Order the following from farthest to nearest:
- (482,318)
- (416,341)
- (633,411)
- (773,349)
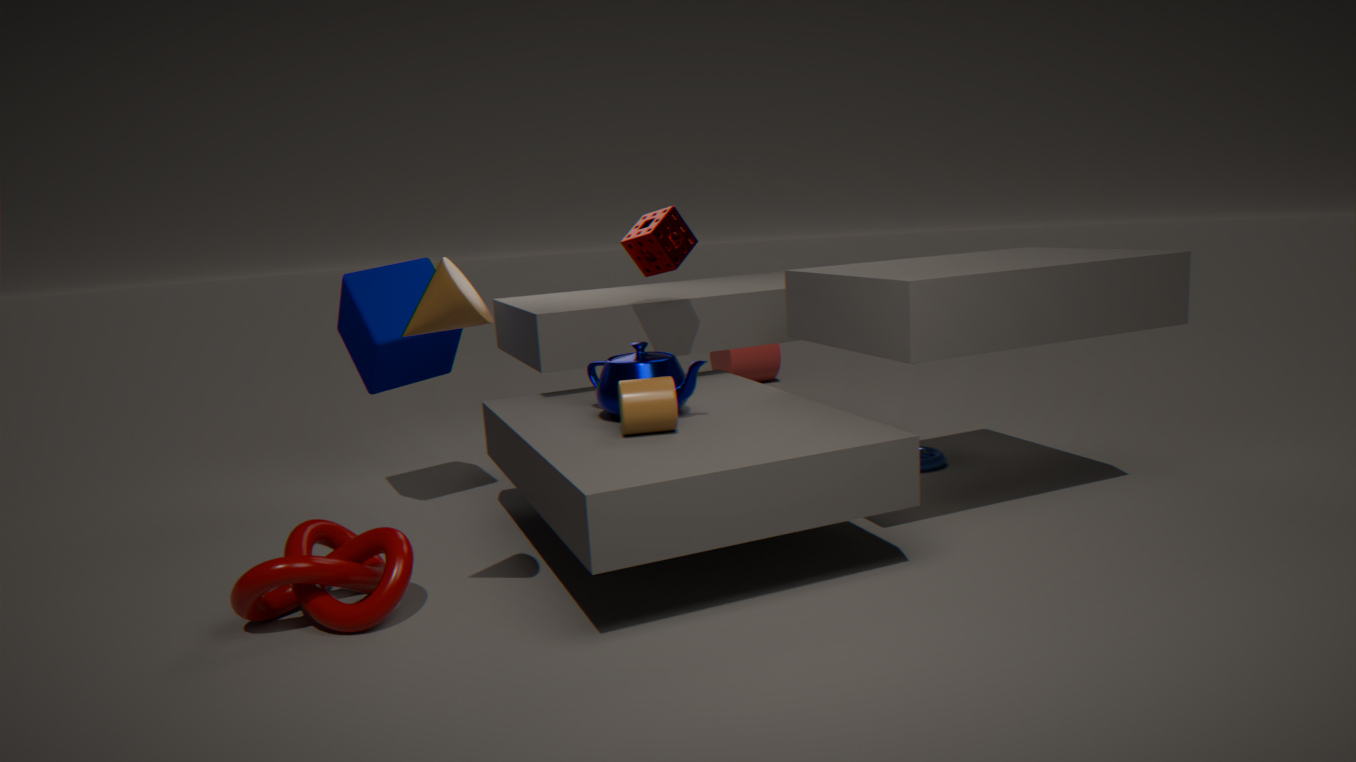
(773,349)
(416,341)
(633,411)
(482,318)
